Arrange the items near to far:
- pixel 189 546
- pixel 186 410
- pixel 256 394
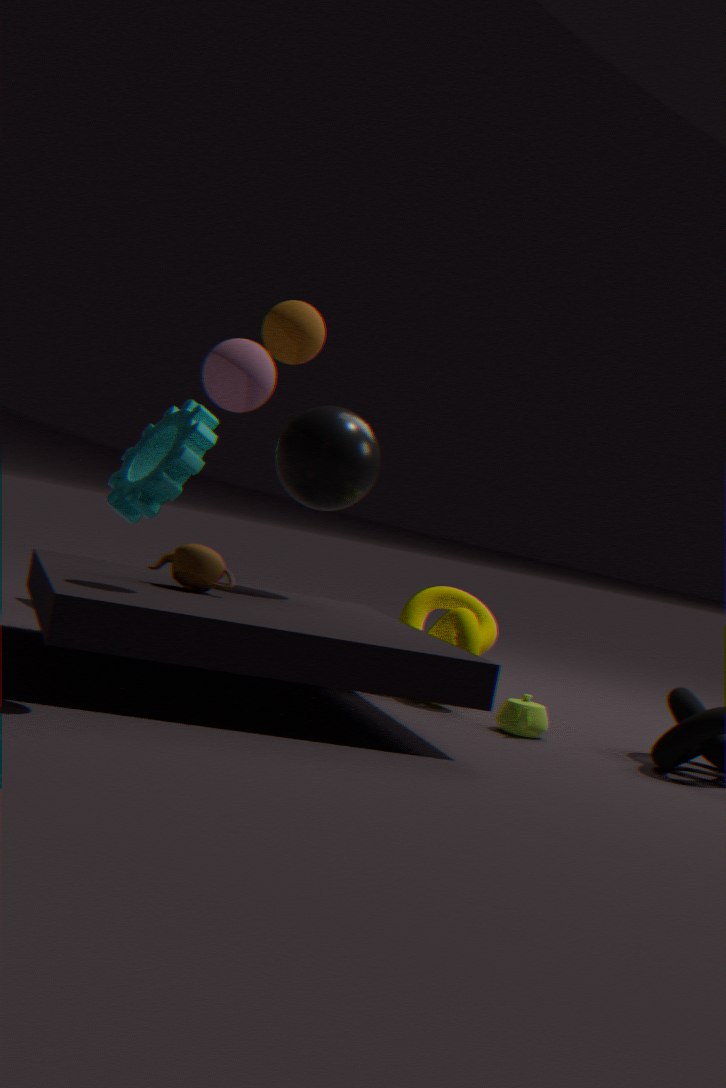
pixel 256 394 → pixel 189 546 → pixel 186 410
